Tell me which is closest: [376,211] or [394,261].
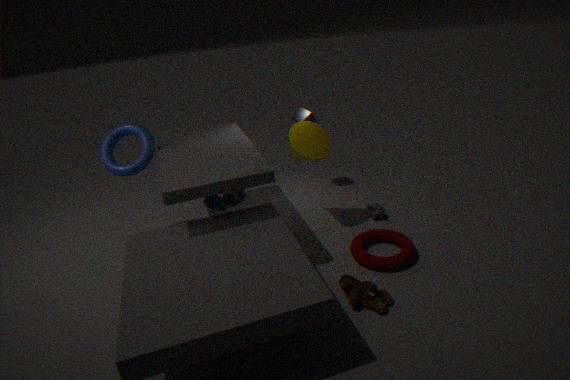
[394,261]
